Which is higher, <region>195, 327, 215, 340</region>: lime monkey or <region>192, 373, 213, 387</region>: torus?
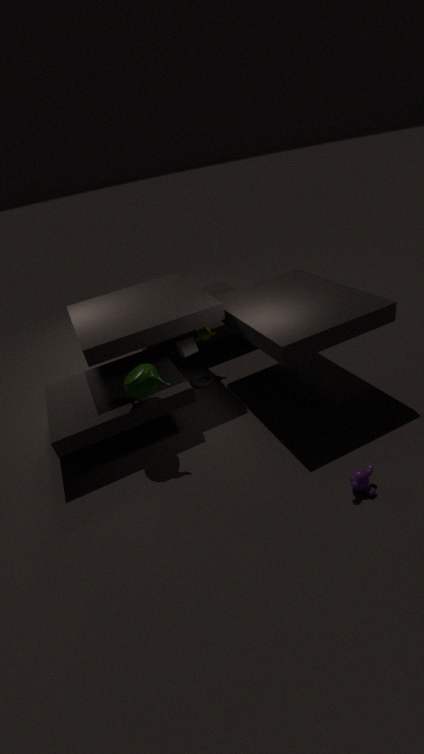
<region>195, 327, 215, 340</region>: lime monkey
